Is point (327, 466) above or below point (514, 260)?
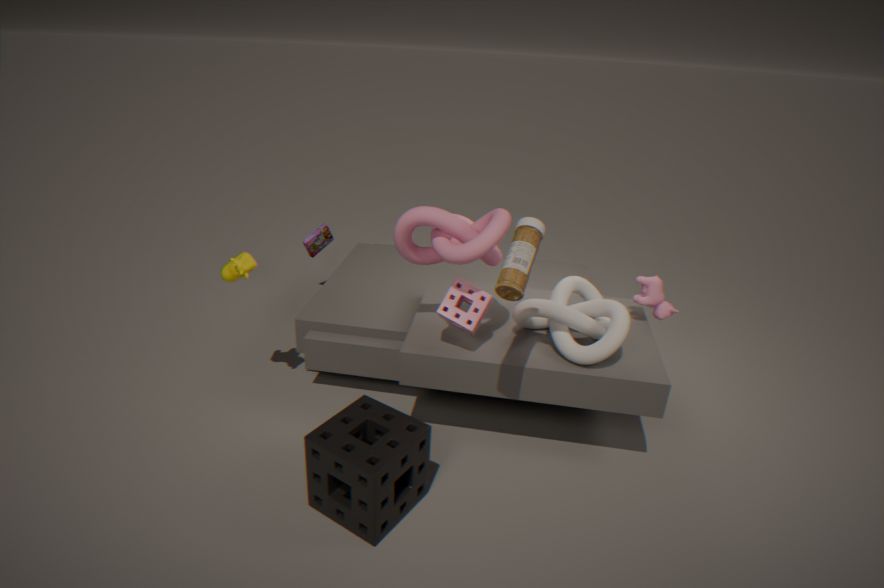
below
